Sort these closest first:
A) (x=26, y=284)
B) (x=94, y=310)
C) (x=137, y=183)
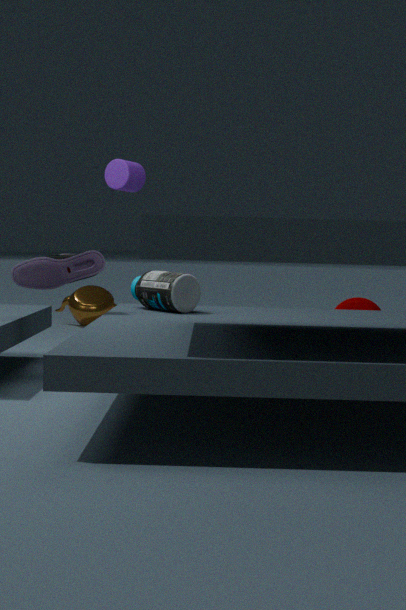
1. (x=26, y=284)
2. (x=137, y=183)
3. (x=94, y=310)
